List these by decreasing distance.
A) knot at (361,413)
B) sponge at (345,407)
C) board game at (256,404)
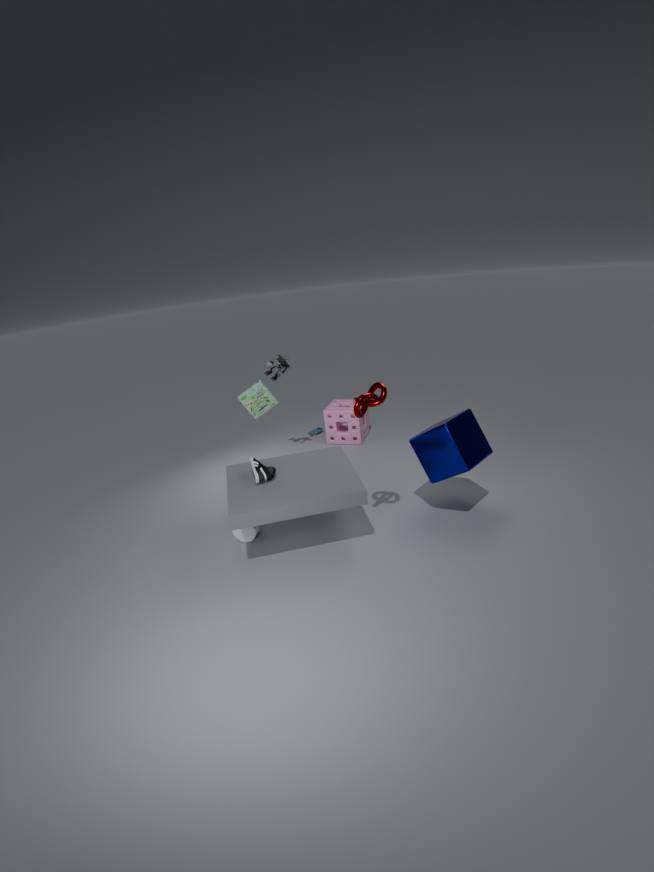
sponge at (345,407), board game at (256,404), knot at (361,413)
